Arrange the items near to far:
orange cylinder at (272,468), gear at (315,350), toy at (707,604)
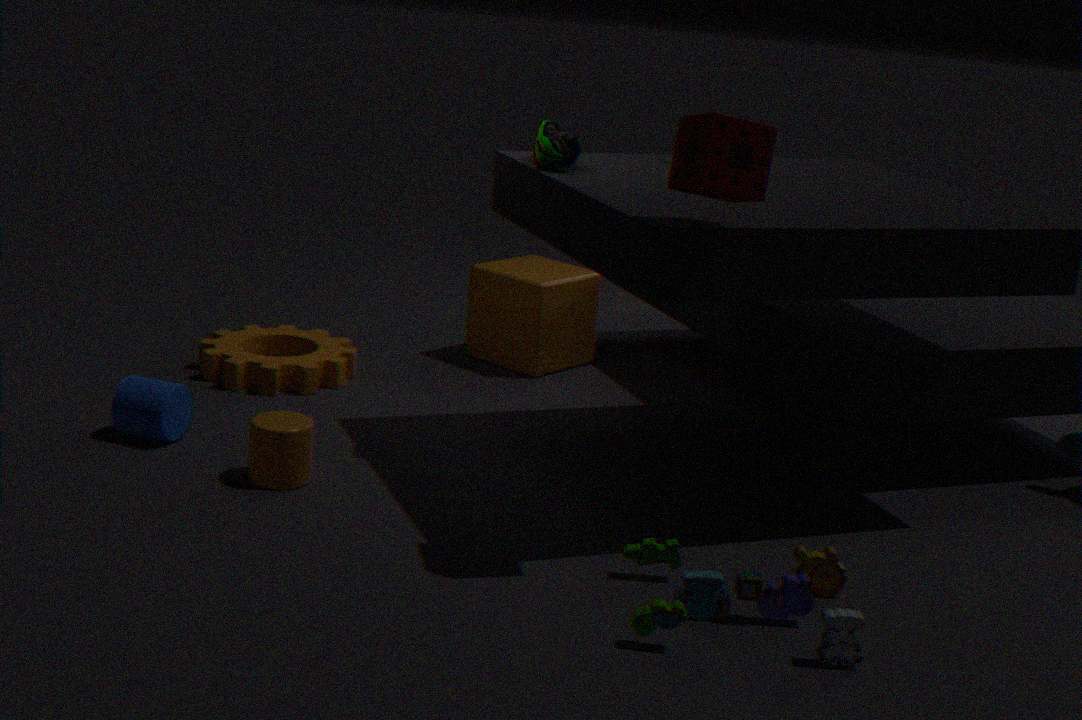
toy at (707,604) < orange cylinder at (272,468) < gear at (315,350)
